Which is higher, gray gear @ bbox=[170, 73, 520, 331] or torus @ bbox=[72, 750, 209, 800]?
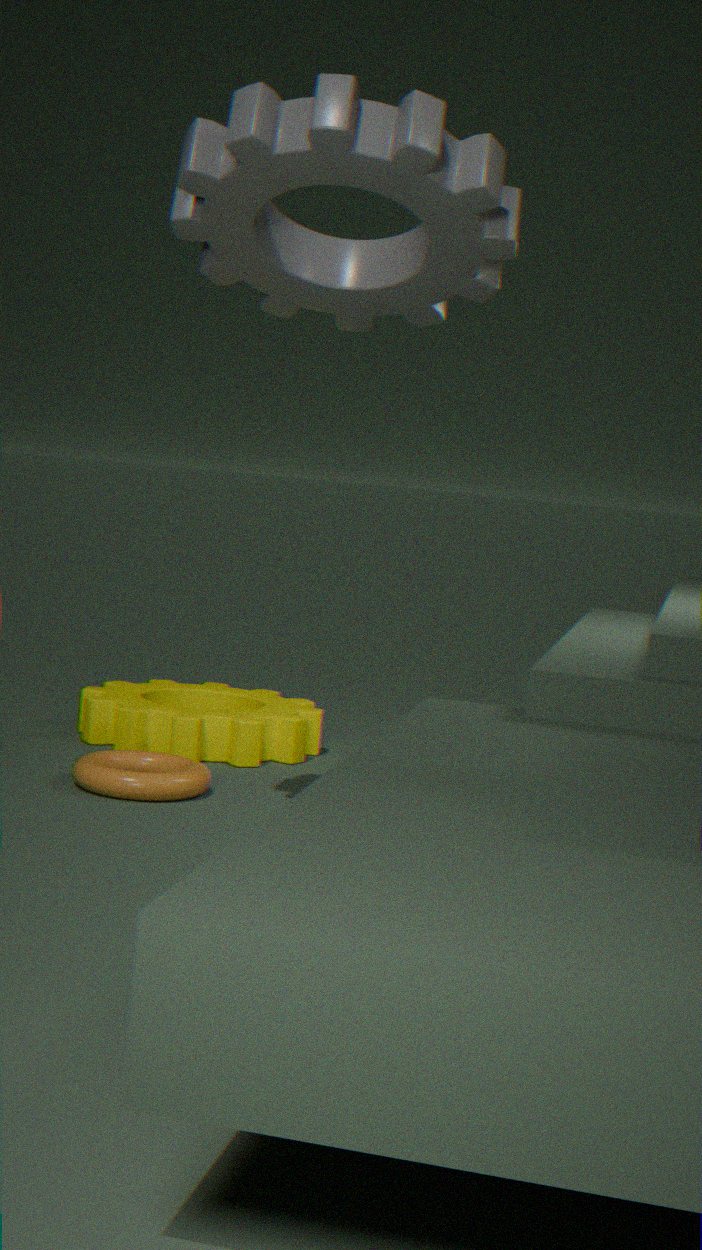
gray gear @ bbox=[170, 73, 520, 331]
